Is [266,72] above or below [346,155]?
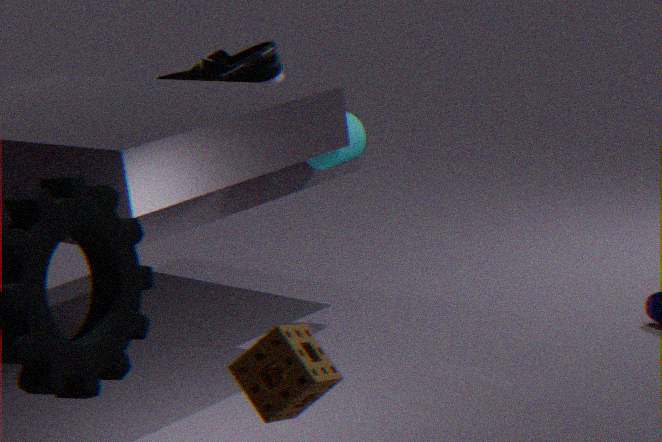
above
